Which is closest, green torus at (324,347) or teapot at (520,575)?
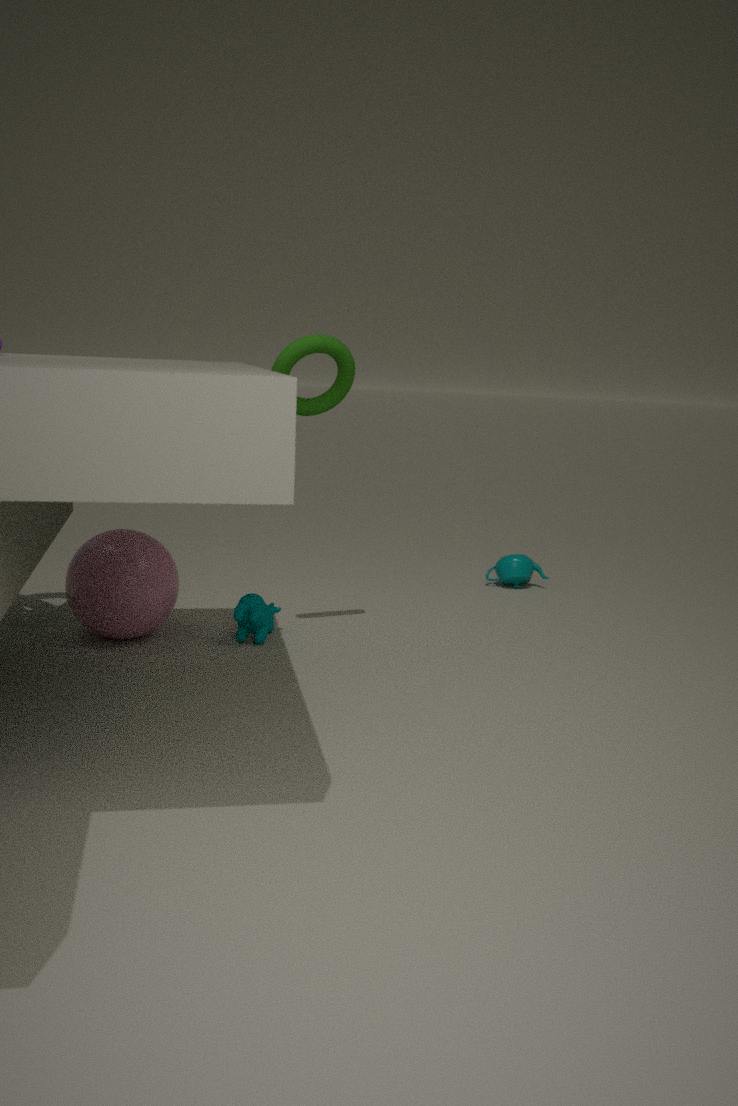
green torus at (324,347)
